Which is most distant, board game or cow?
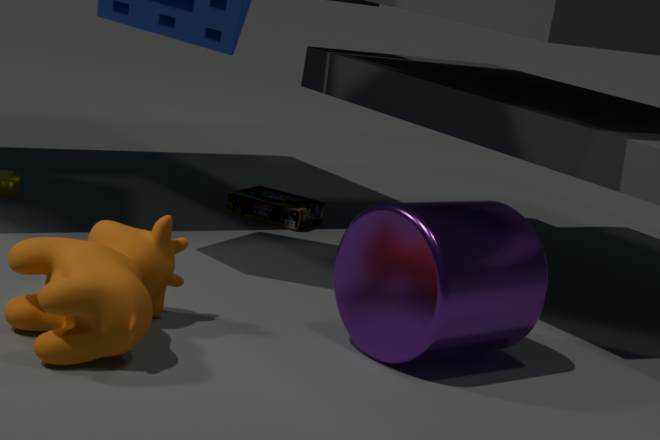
board game
